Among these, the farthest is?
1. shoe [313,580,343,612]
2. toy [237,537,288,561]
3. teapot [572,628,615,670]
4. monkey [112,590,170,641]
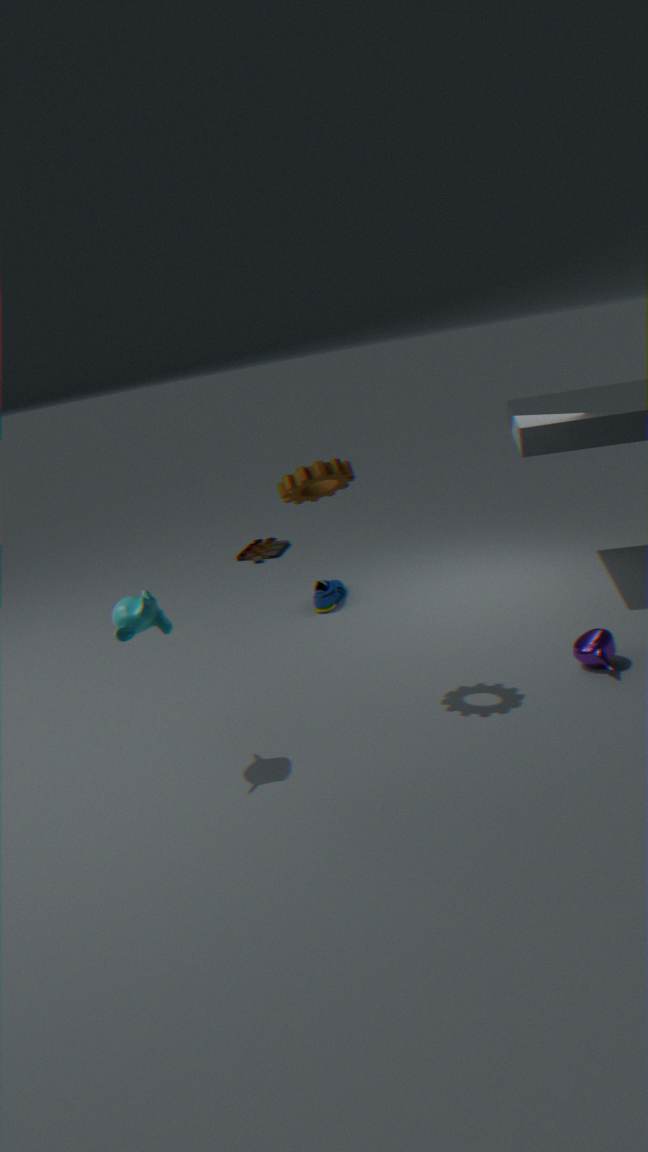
toy [237,537,288,561]
